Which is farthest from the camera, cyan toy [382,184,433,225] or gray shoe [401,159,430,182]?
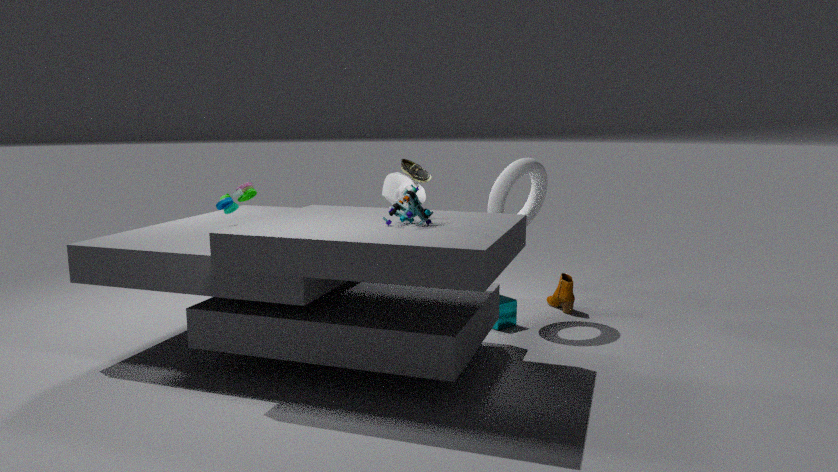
gray shoe [401,159,430,182]
